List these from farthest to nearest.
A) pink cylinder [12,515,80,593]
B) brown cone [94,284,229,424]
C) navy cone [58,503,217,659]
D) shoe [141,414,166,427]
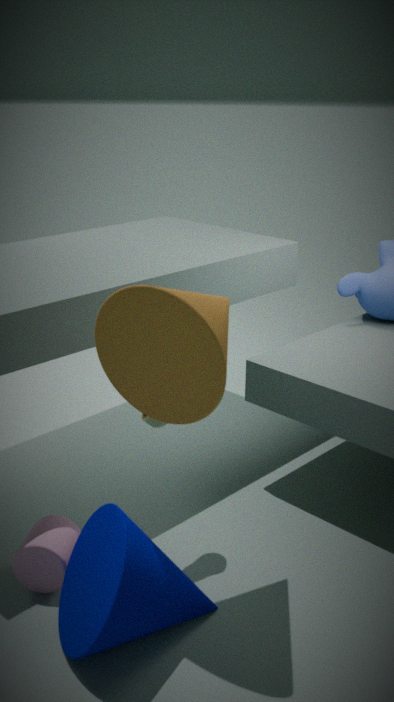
shoe [141,414,166,427] < pink cylinder [12,515,80,593] < brown cone [94,284,229,424] < navy cone [58,503,217,659]
